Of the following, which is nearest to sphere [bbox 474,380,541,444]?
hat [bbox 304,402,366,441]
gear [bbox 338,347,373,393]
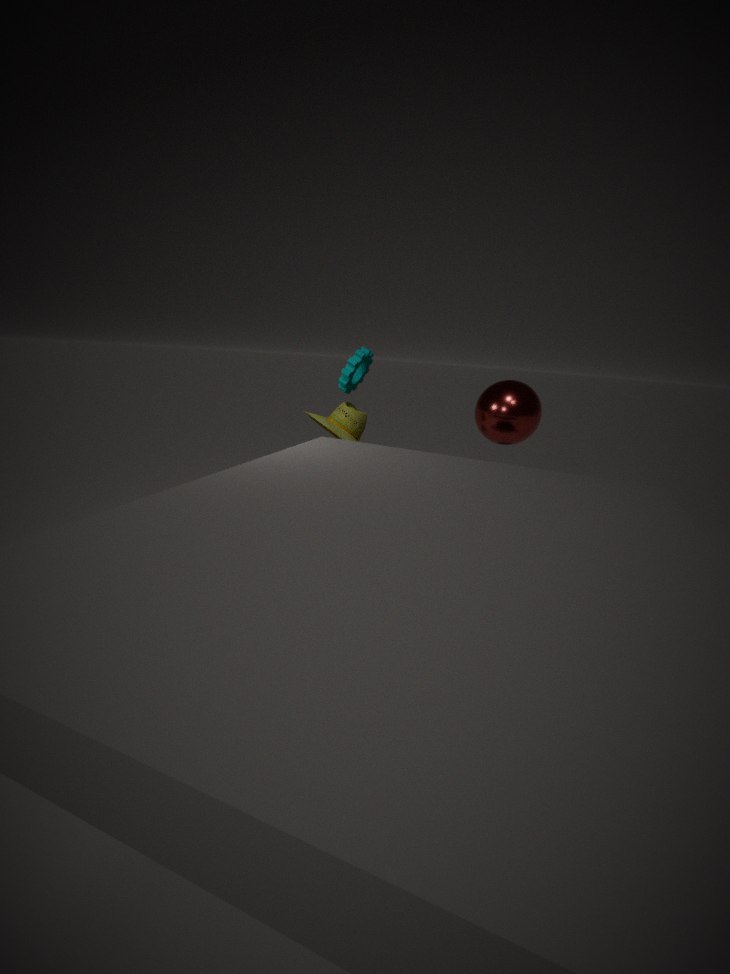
hat [bbox 304,402,366,441]
